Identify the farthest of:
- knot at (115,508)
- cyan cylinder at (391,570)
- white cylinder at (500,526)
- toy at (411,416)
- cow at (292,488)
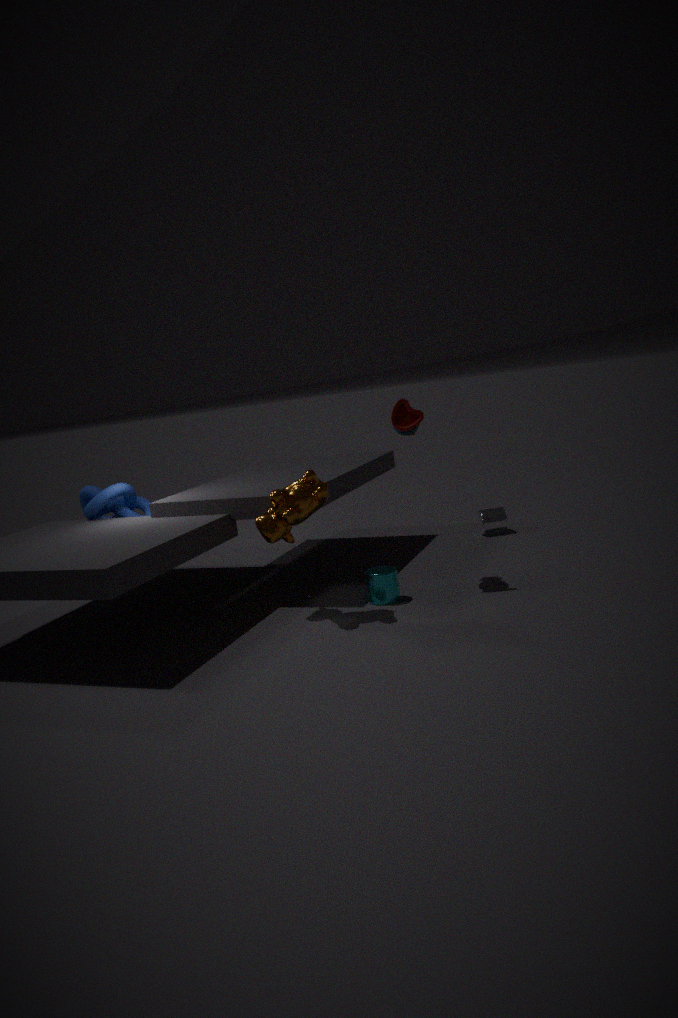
white cylinder at (500,526)
